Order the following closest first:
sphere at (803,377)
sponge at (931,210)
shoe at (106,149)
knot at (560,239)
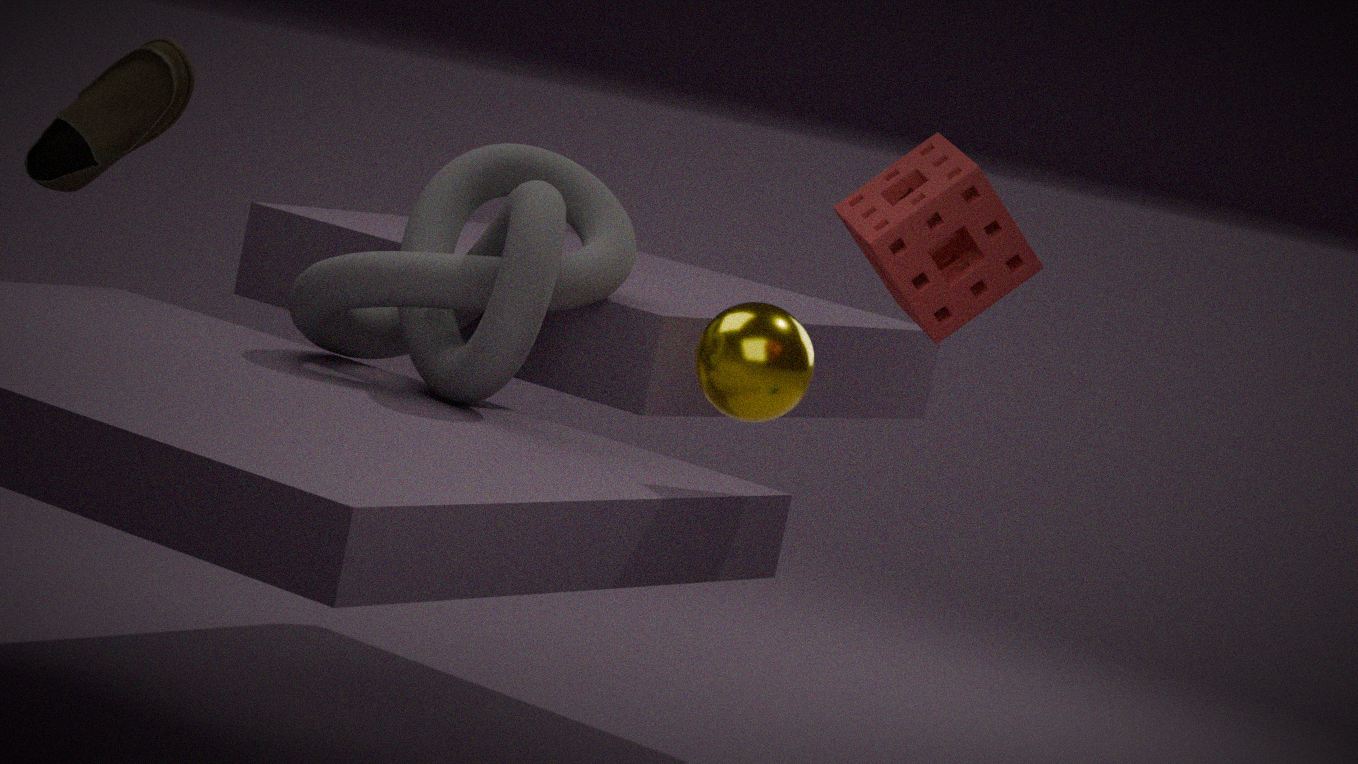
sponge at (931,210), knot at (560,239), sphere at (803,377), shoe at (106,149)
